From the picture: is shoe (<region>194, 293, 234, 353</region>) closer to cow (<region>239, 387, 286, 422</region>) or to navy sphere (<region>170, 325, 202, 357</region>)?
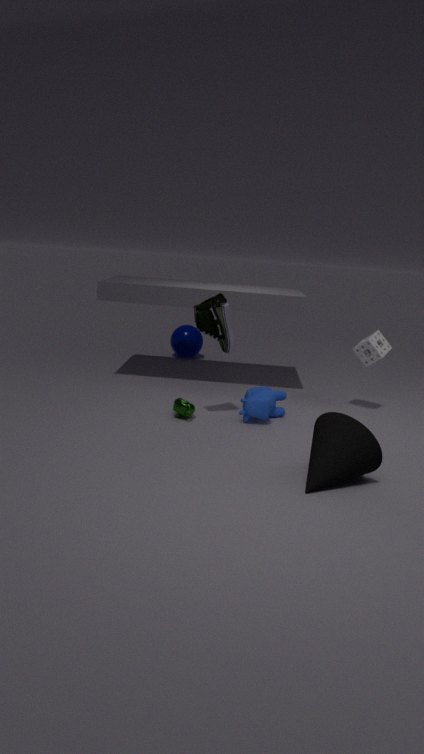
cow (<region>239, 387, 286, 422</region>)
